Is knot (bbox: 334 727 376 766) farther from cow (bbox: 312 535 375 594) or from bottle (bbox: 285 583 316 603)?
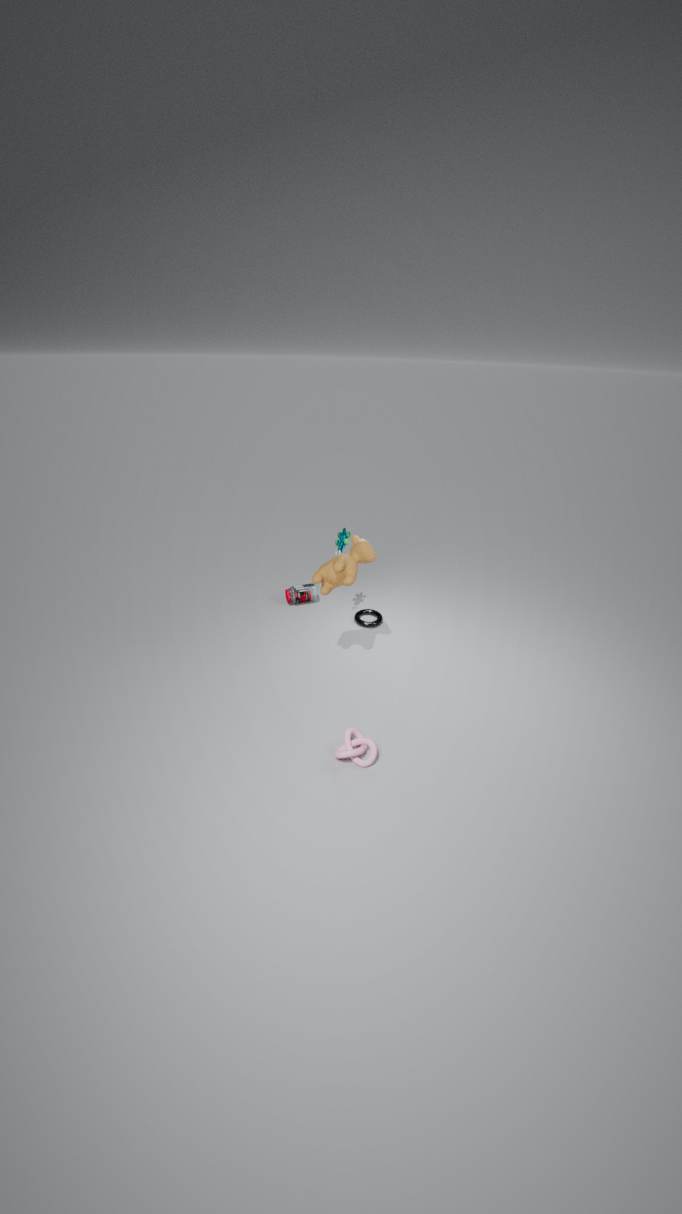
bottle (bbox: 285 583 316 603)
